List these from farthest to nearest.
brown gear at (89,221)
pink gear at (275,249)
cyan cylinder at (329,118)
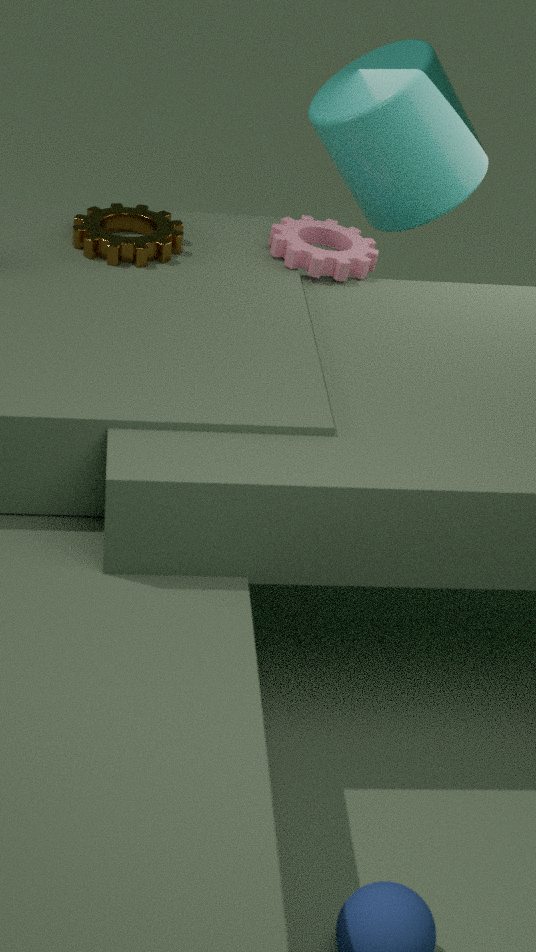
cyan cylinder at (329,118), pink gear at (275,249), brown gear at (89,221)
